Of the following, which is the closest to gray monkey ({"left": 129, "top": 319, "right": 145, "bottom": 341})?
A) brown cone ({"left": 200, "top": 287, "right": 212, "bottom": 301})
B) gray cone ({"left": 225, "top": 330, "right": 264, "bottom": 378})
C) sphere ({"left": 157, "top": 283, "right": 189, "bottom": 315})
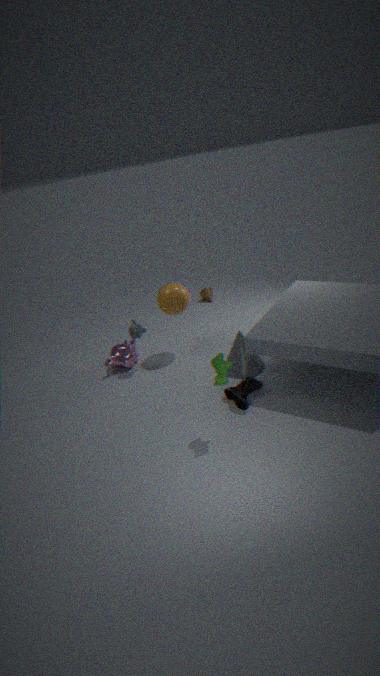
sphere ({"left": 157, "top": 283, "right": 189, "bottom": 315})
